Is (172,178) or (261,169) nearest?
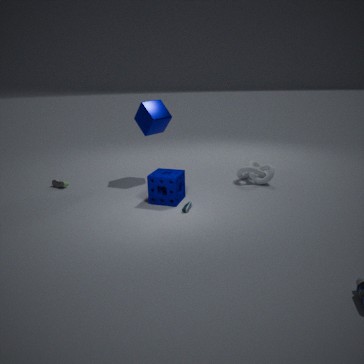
(172,178)
